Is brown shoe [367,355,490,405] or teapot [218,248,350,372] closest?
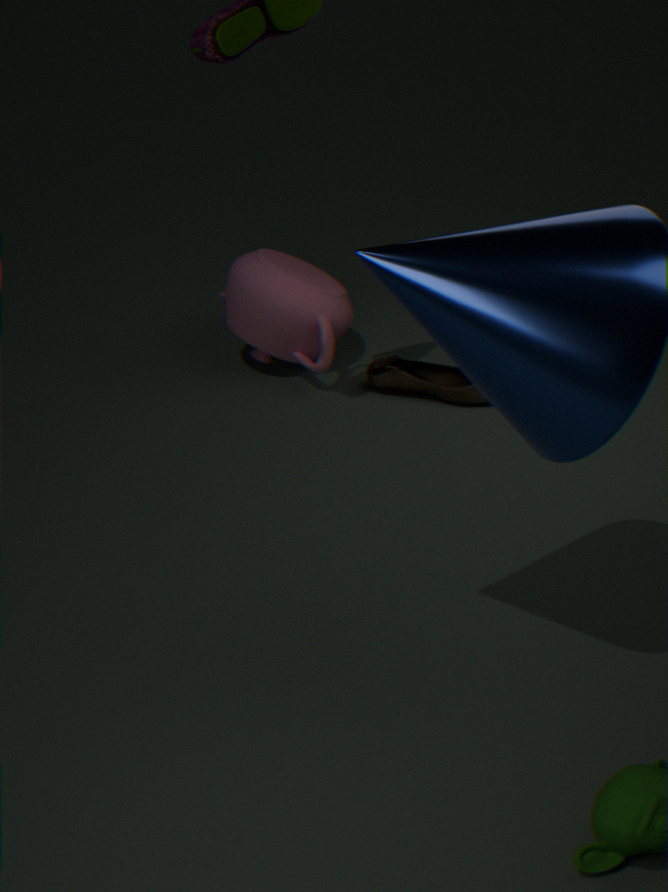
brown shoe [367,355,490,405]
